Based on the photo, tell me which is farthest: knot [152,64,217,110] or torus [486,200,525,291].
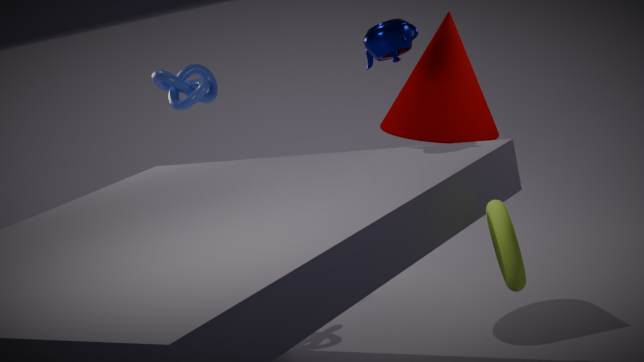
knot [152,64,217,110]
